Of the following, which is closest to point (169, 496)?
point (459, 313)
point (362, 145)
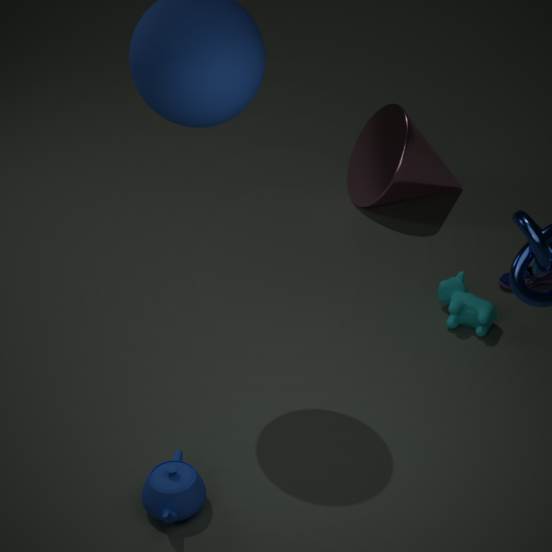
point (459, 313)
